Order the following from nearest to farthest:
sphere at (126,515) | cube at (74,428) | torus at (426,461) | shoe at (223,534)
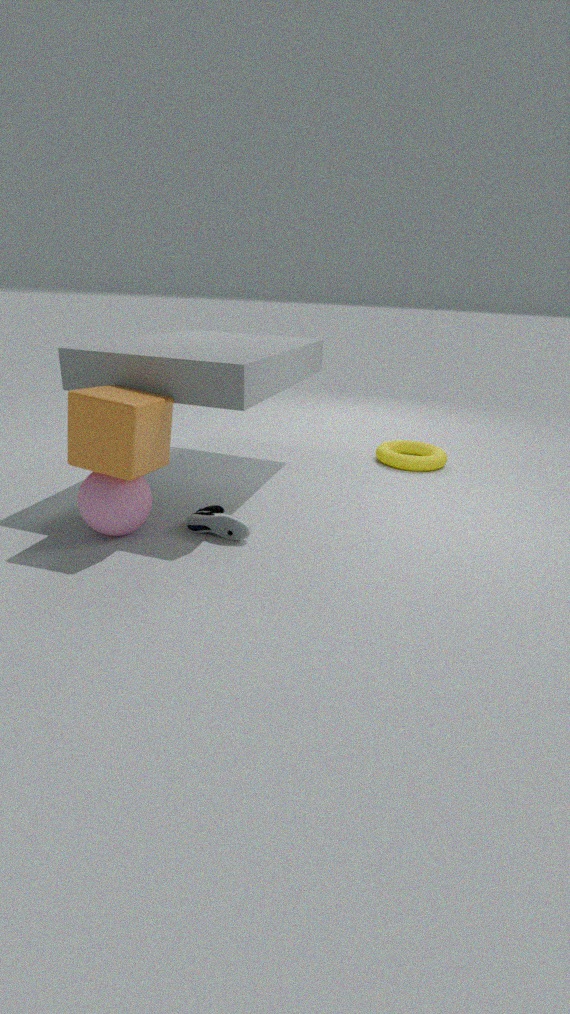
cube at (74,428)
sphere at (126,515)
shoe at (223,534)
torus at (426,461)
